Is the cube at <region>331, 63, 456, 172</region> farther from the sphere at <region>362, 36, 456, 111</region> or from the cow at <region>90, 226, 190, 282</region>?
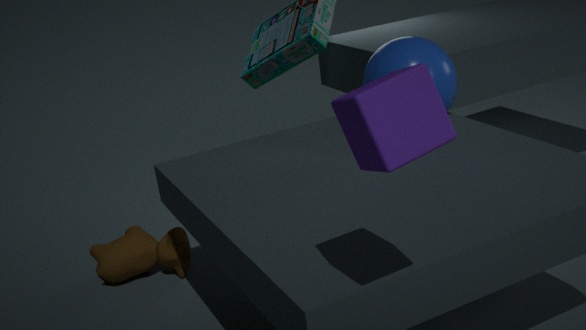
the cow at <region>90, 226, 190, 282</region>
